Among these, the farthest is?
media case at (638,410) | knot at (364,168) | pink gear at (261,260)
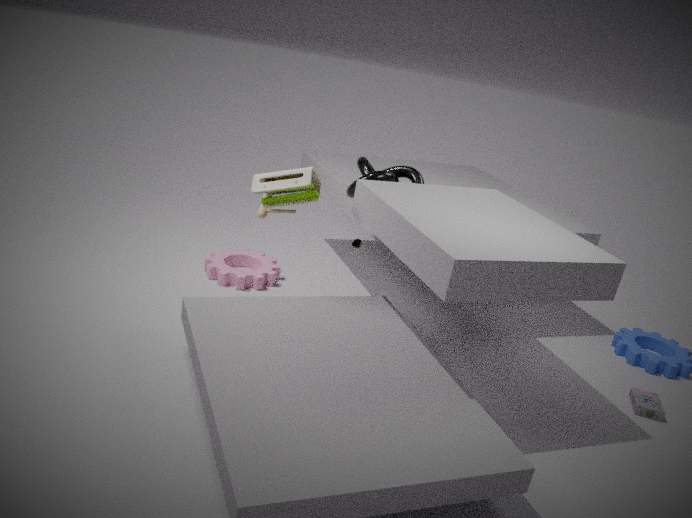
pink gear at (261,260)
